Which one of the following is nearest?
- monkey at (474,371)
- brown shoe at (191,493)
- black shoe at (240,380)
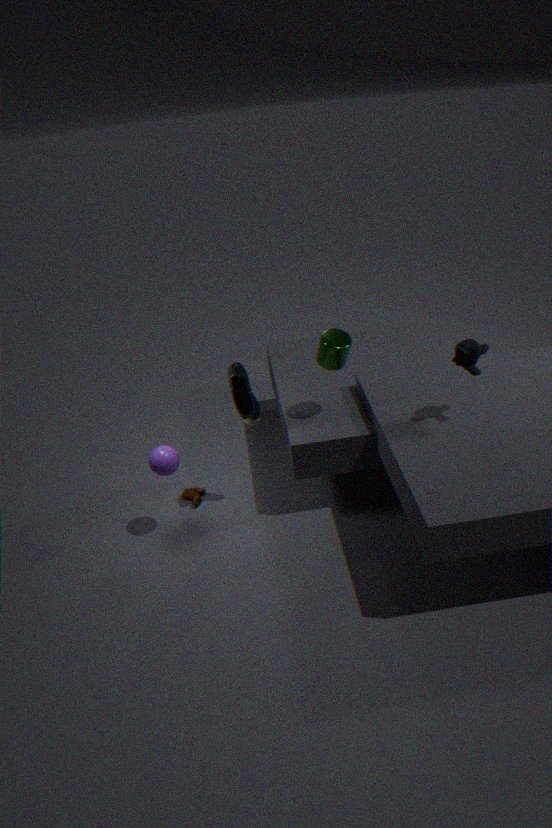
monkey at (474,371)
